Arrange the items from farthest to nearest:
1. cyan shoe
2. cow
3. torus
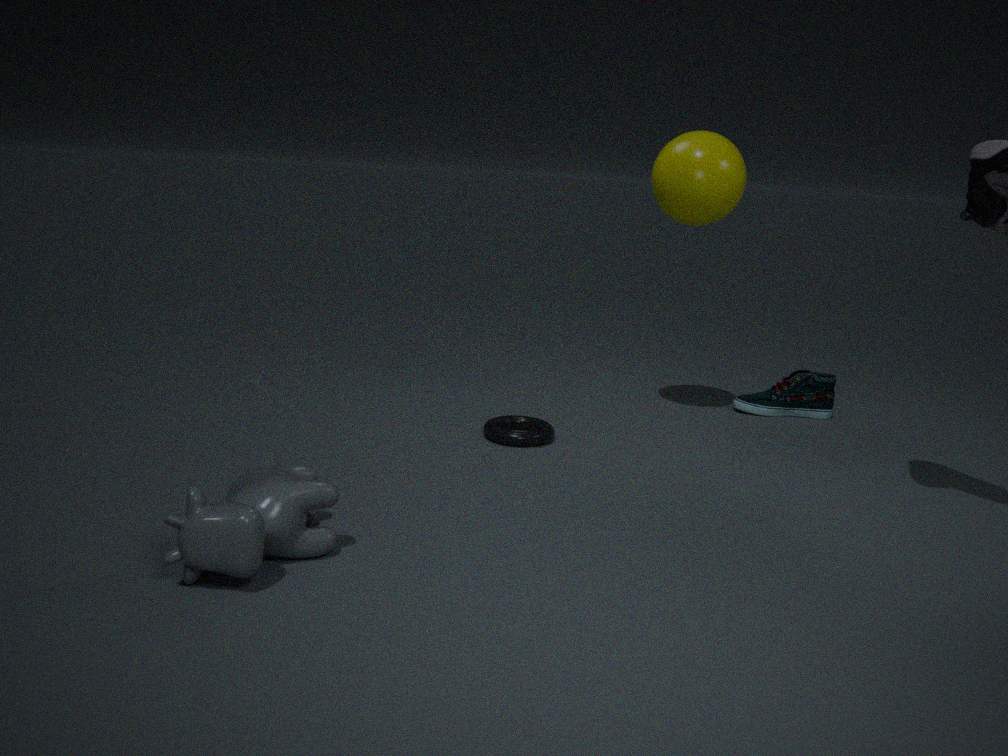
cyan shoe < torus < cow
